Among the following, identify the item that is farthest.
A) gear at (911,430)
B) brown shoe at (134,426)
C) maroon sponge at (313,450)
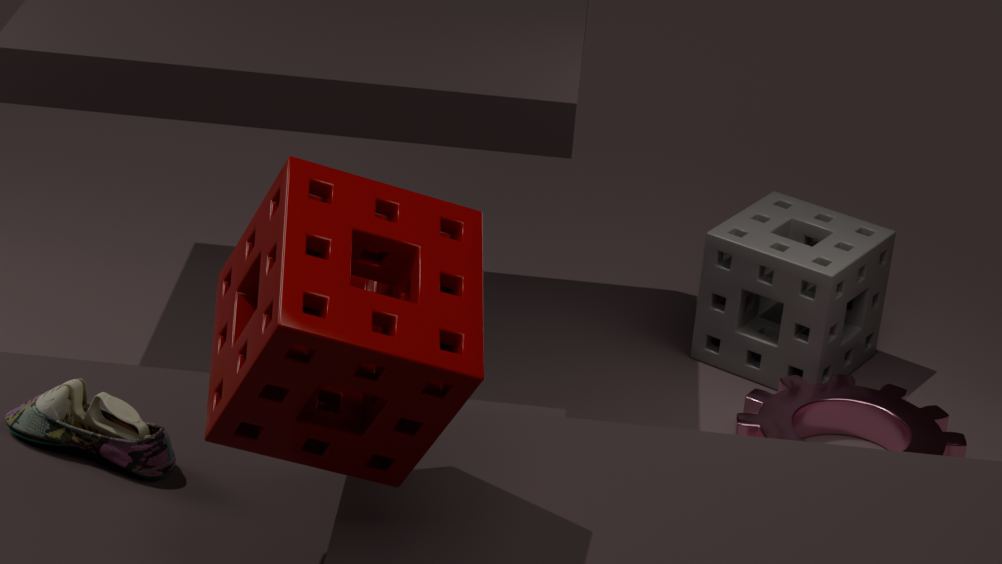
gear at (911,430)
